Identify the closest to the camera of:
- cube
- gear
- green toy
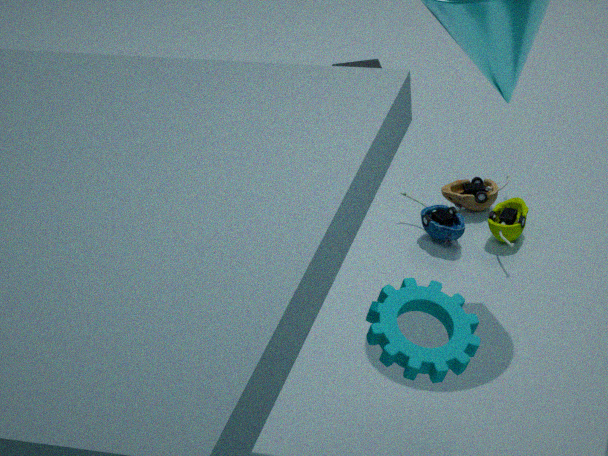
gear
